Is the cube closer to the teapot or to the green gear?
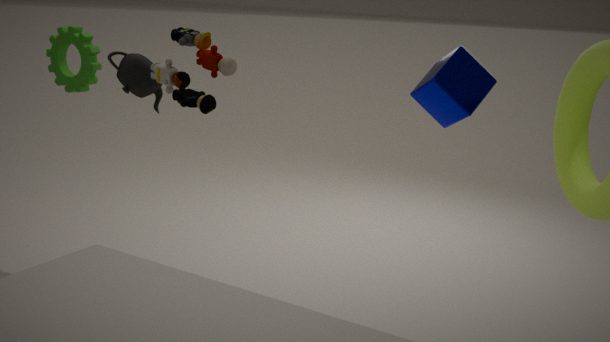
the teapot
